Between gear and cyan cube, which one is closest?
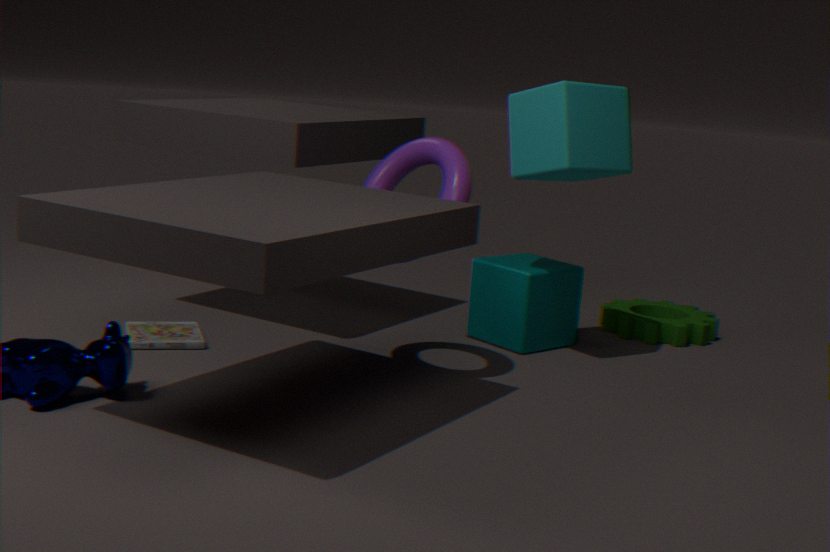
cyan cube
